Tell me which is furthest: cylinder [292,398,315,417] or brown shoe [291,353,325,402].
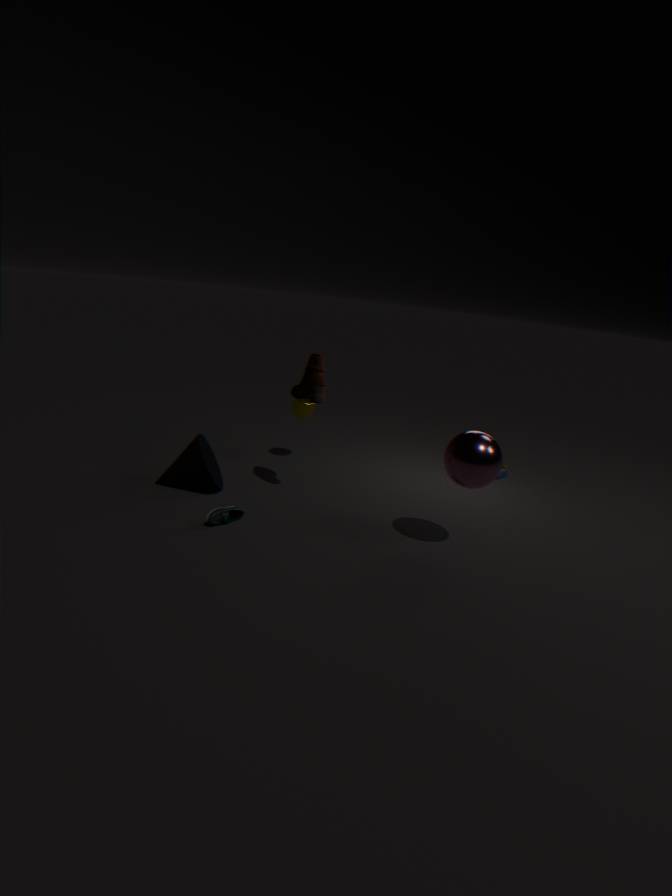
cylinder [292,398,315,417]
